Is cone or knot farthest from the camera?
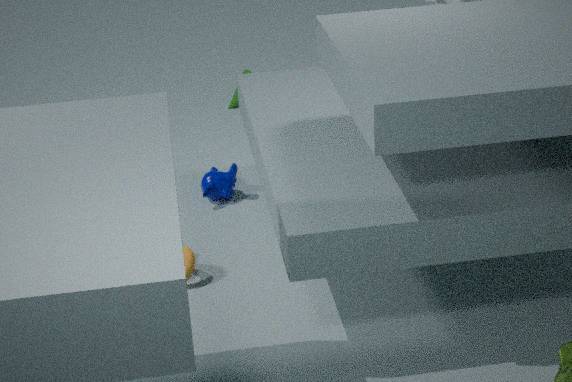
cone
